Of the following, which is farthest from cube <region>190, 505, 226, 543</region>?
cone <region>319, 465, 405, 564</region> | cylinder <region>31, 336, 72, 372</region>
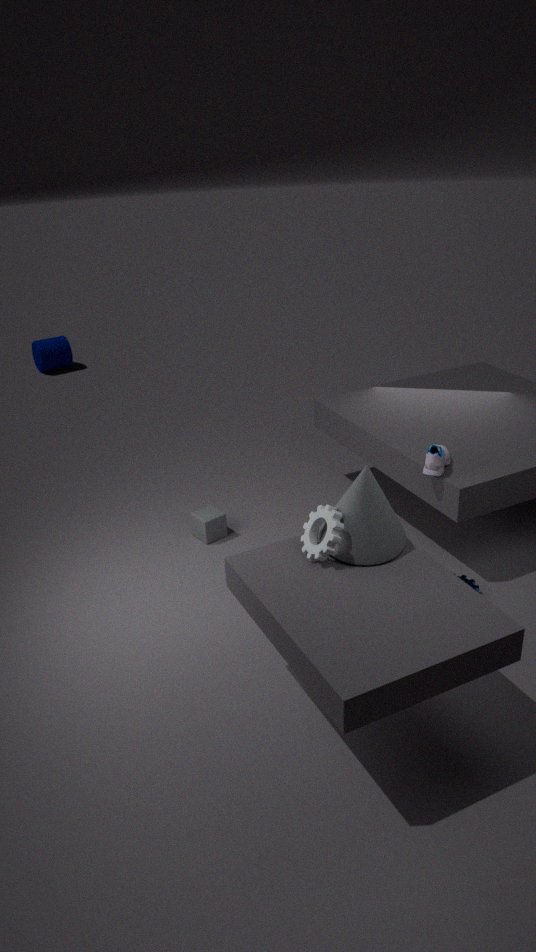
cylinder <region>31, 336, 72, 372</region>
